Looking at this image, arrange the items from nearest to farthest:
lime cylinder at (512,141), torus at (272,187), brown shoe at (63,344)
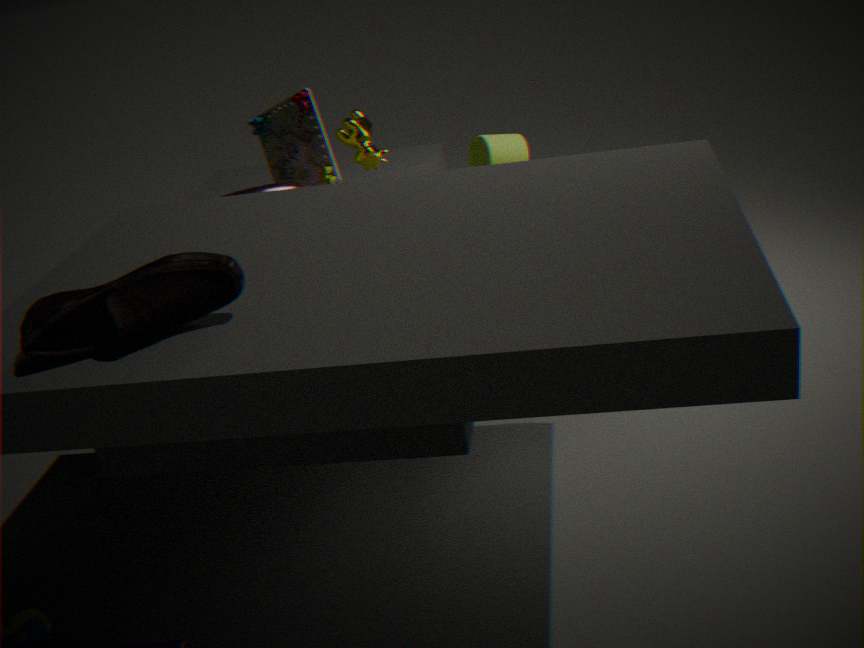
brown shoe at (63,344) < torus at (272,187) < lime cylinder at (512,141)
